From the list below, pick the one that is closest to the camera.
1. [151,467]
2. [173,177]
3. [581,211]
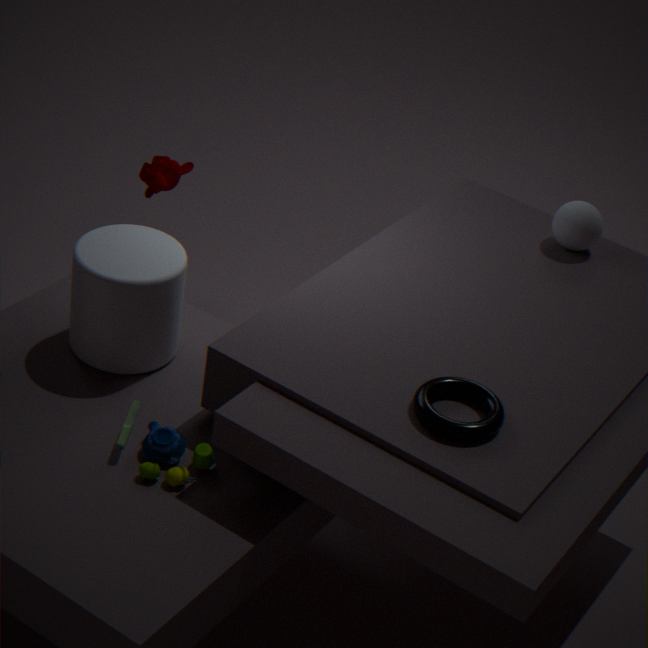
[151,467]
